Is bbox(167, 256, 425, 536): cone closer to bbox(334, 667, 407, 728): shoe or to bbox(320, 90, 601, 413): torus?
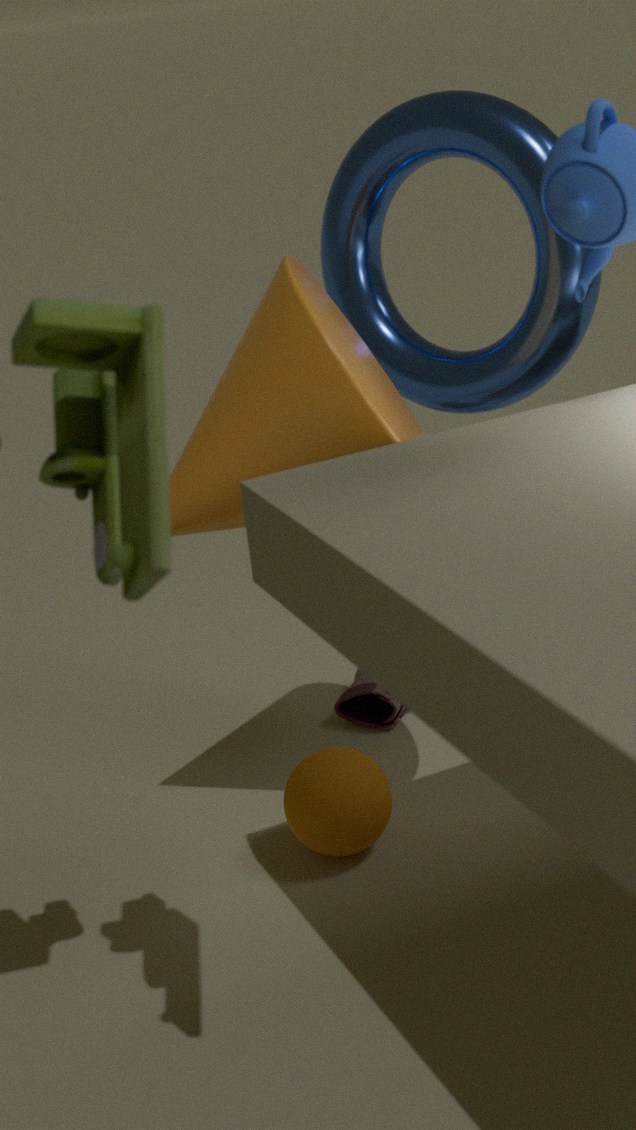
bbox(320, 90, 601, 413): torus
